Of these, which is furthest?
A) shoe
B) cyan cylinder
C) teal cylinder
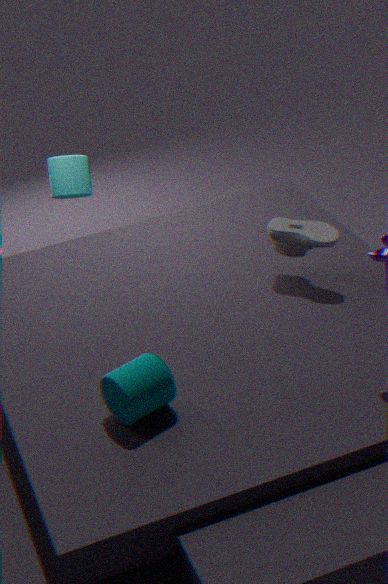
cyan cylinder
